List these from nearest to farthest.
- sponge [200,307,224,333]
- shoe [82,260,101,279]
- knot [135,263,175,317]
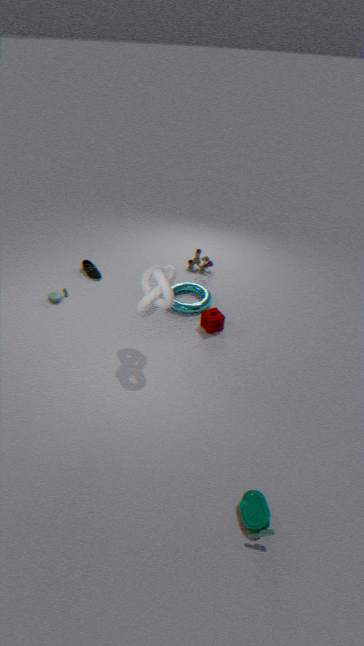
knot [135,263,175,317] < sponge [200,307,224,333] < shoe [82,260,101,279]
